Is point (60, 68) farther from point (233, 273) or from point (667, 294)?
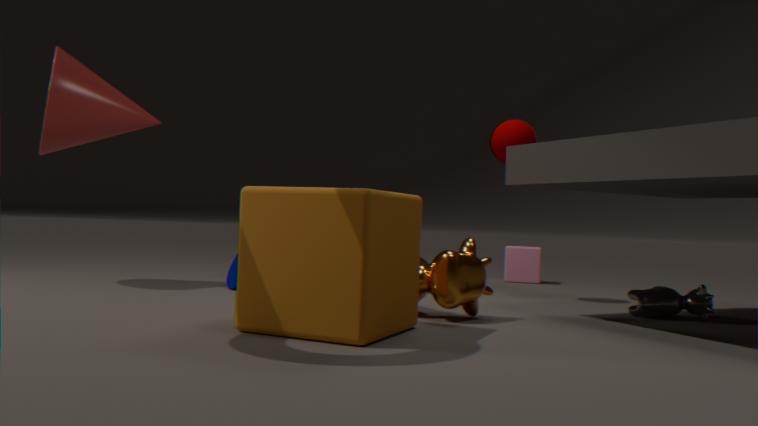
point (667, 294)
